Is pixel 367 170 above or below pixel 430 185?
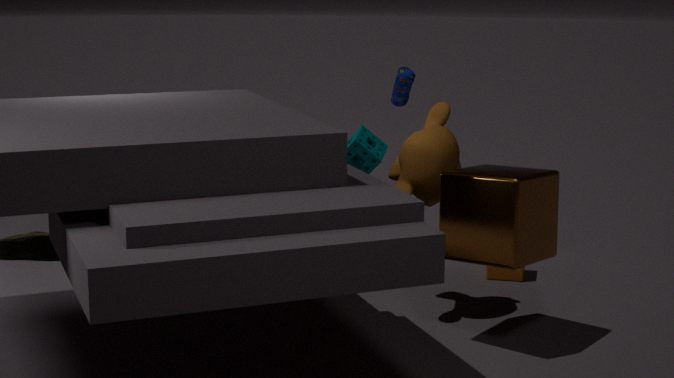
below
